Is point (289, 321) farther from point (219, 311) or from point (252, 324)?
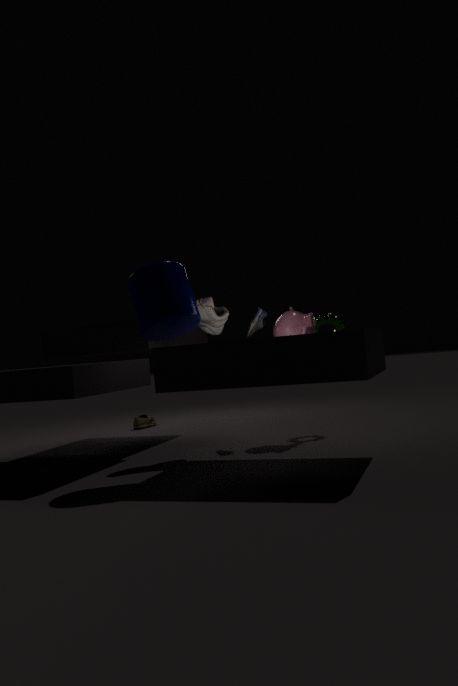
point (219, 311)
